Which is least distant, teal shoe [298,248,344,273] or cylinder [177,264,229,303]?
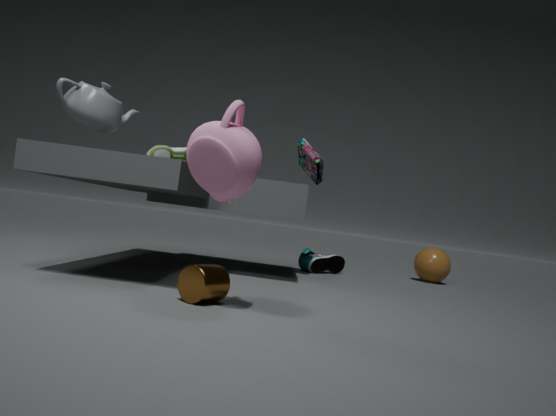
cylinder [177,264,229,303]
